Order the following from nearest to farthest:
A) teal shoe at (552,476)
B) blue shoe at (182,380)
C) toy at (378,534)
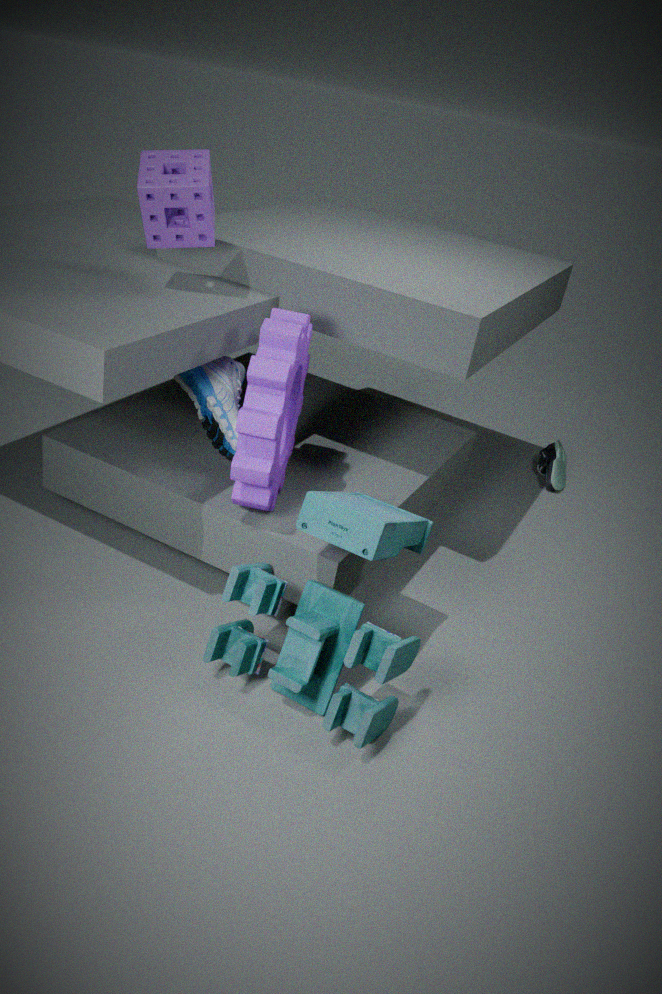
toy at (378,534)
blue shoe at (182,380)
teal shoe at (552,476)
